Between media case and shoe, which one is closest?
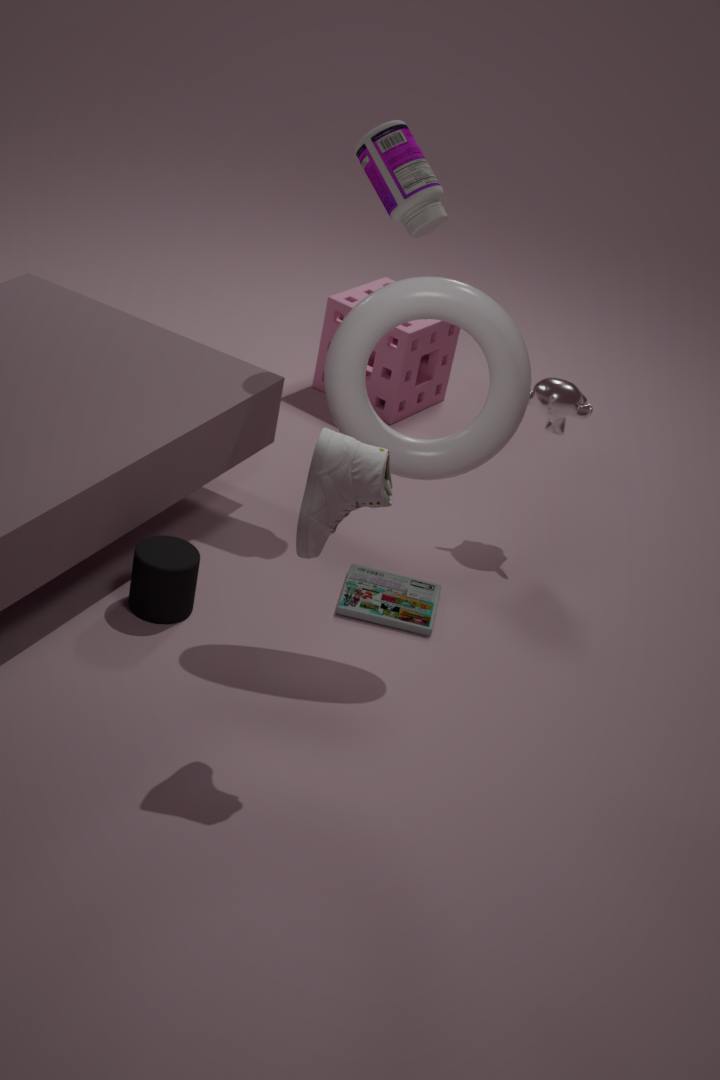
shoe
